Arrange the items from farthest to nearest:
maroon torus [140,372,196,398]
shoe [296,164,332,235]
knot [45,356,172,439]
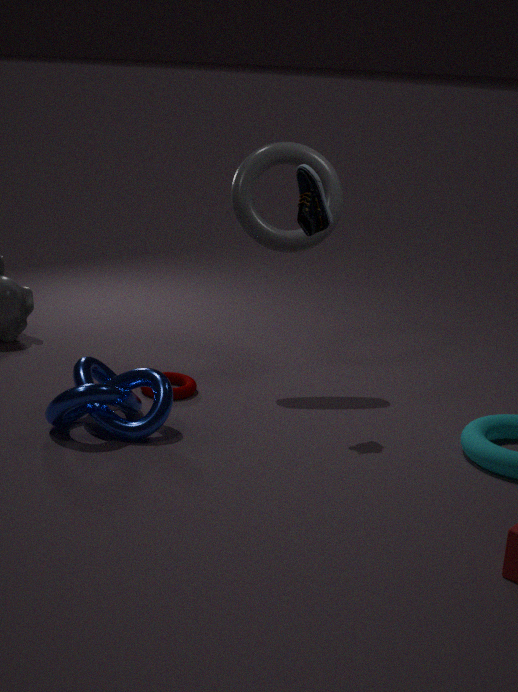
maroon torus [140,372,196,398]
shoe [296,164,332,235]
knot [45,356,172,439]
